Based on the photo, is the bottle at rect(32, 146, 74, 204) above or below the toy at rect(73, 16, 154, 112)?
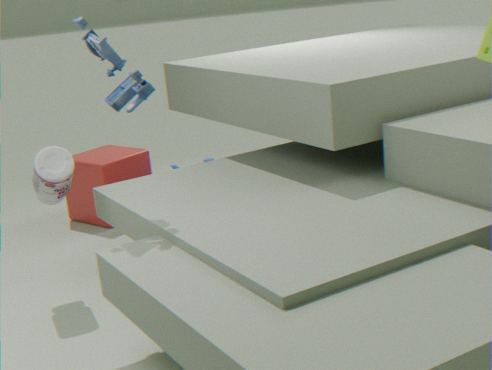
below
